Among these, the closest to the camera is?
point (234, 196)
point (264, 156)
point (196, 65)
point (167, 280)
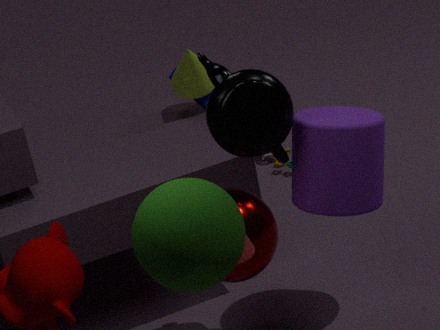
point (167, 280)
